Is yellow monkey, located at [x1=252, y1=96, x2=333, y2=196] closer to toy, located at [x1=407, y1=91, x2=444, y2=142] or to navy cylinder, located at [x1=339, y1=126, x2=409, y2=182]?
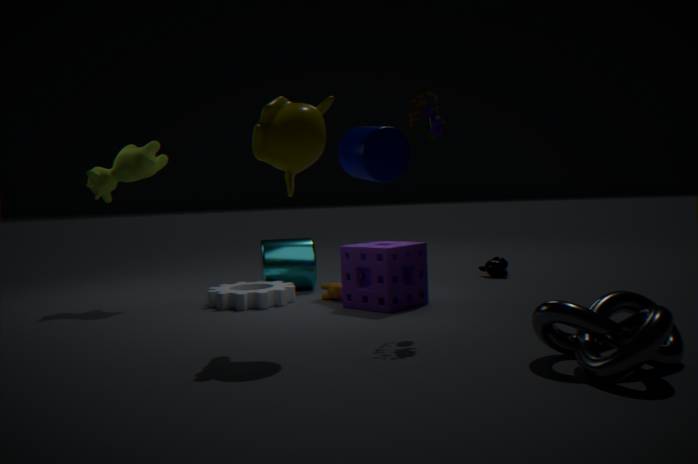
toy, located at [x1=407, y1=91, x2=444, y2=142]
